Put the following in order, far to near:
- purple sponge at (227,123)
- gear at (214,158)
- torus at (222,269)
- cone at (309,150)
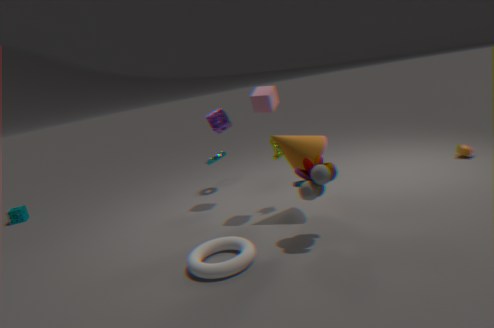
gear at (214,158) < purple sponge at (227,123) < cone at (309,150) < torus at (222,269)
